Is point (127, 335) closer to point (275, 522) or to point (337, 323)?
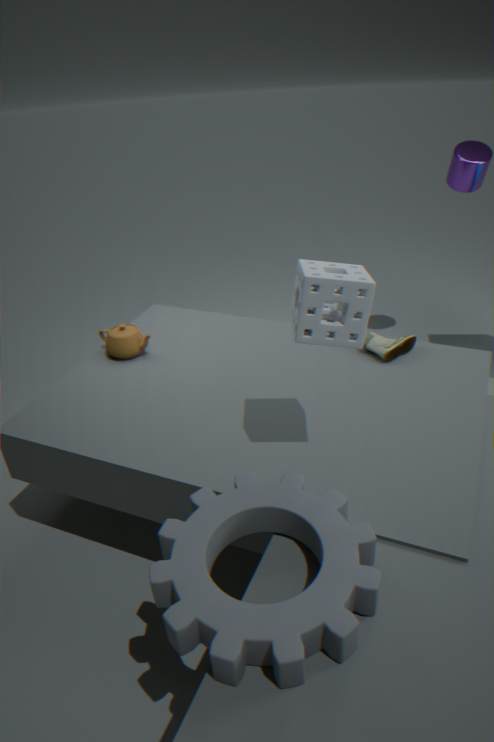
point (337, 323)
